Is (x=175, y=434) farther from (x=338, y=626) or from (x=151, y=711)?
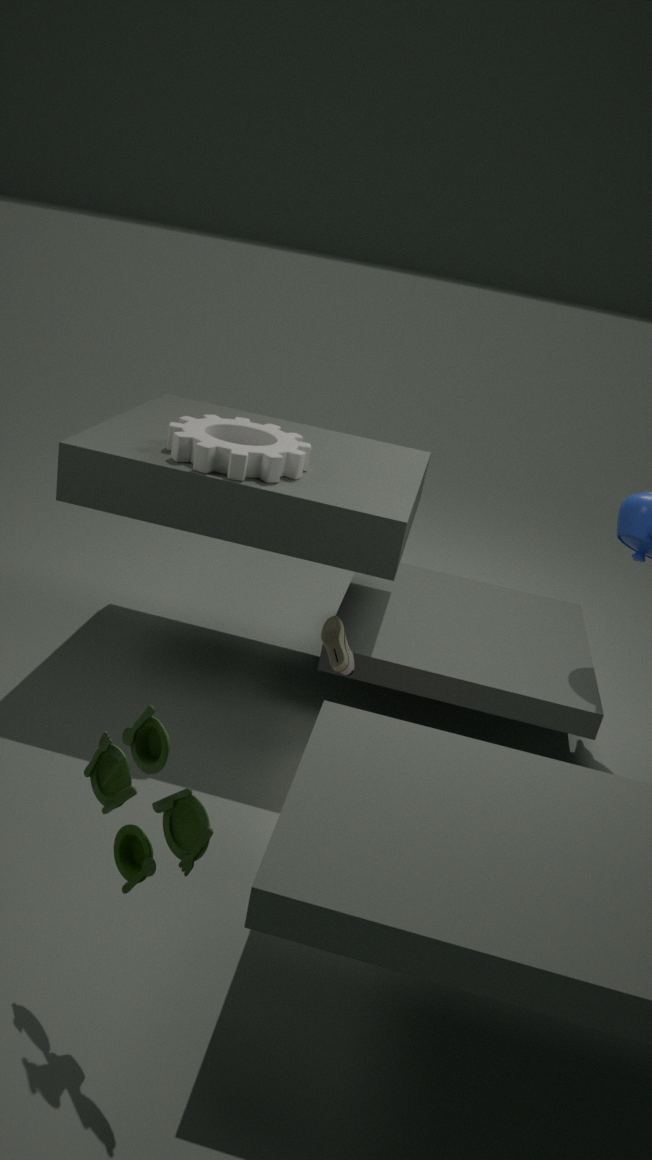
(x=151, y=711)
